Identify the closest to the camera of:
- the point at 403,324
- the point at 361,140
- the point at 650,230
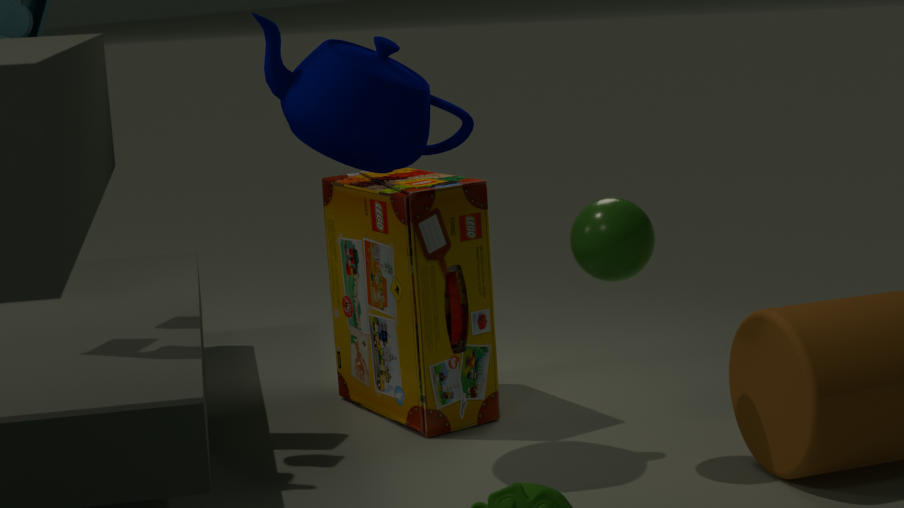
the point at 361,140
